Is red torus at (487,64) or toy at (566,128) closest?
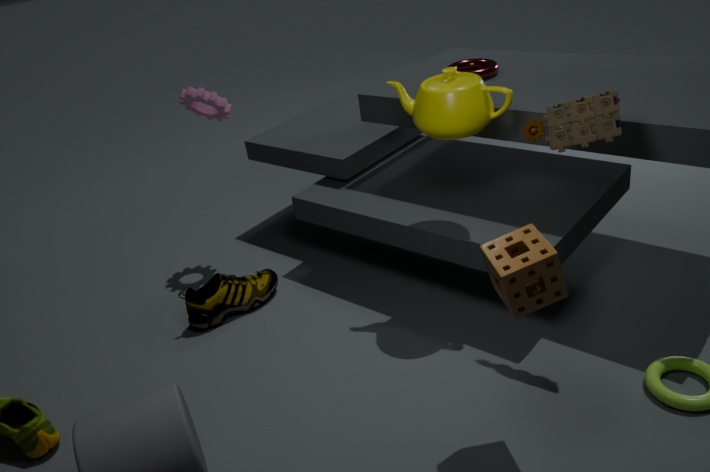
toy at (566,128)
